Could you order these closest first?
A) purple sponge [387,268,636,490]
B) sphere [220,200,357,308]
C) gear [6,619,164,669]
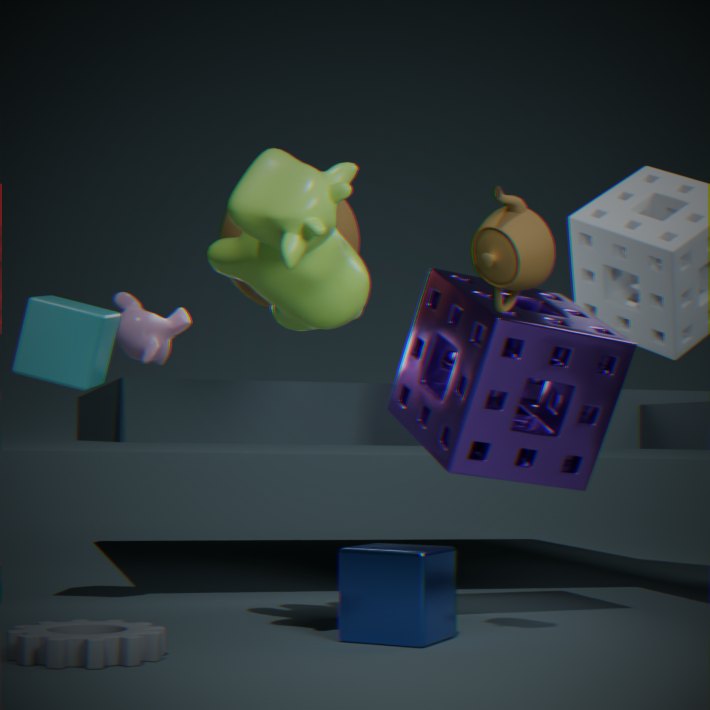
gear [6,619,164,669], purple sponge [387,268,636,490], sphere [220,200,357,308]
